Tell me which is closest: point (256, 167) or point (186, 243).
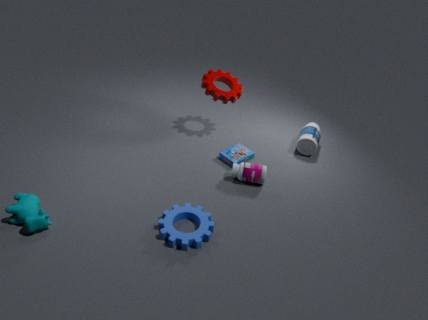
point (186, 243)
